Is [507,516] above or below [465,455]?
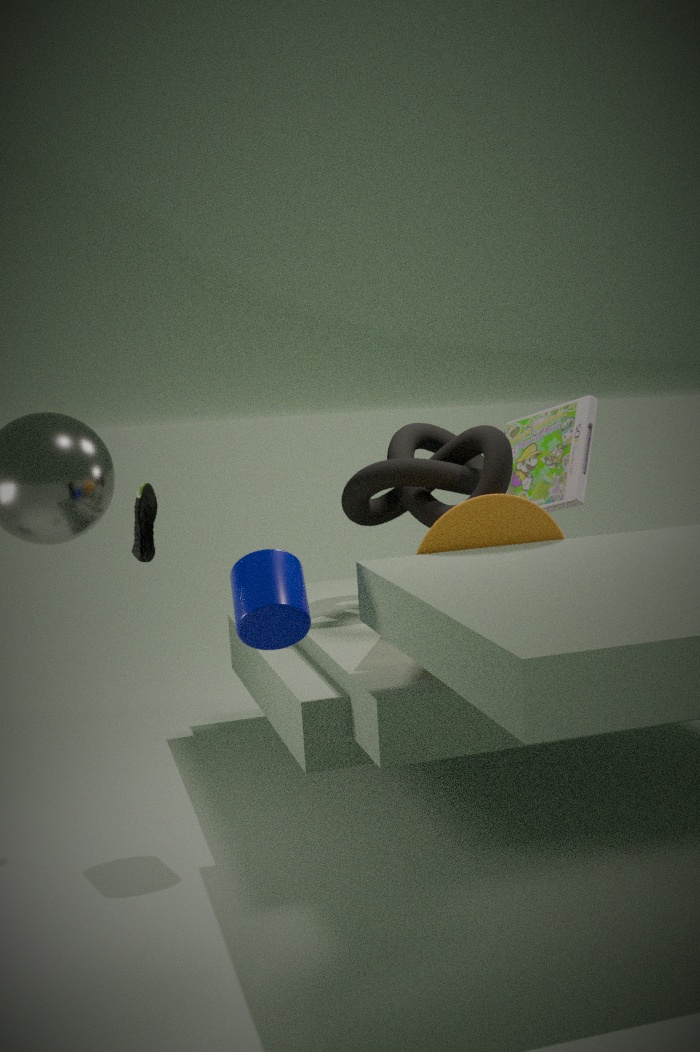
below
